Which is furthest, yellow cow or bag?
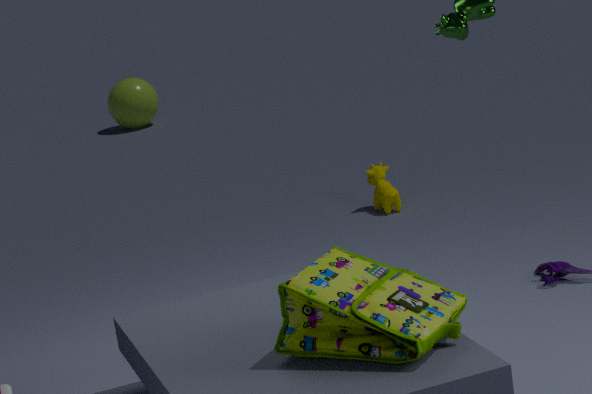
yellow cow
